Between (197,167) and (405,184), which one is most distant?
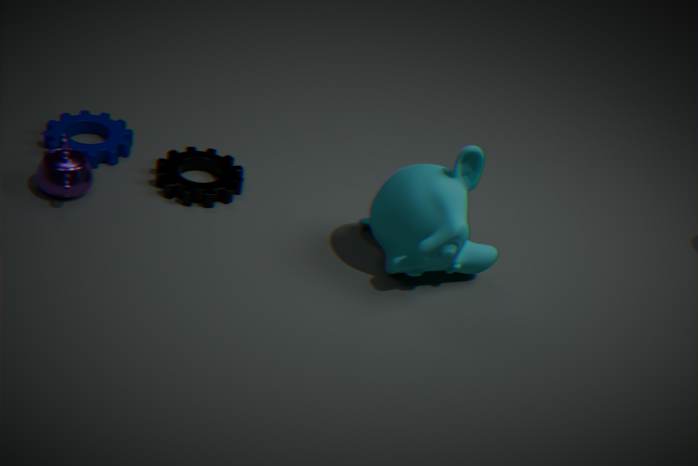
(197,167)
